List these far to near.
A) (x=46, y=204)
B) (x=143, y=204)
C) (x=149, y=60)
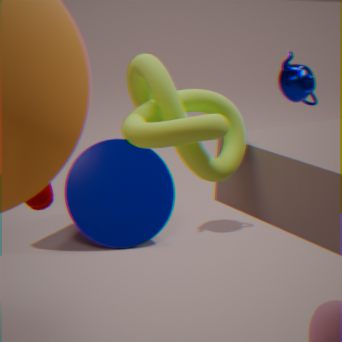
(x=143, y=204) < (x=46, y=204) < (x=149, y=60)
